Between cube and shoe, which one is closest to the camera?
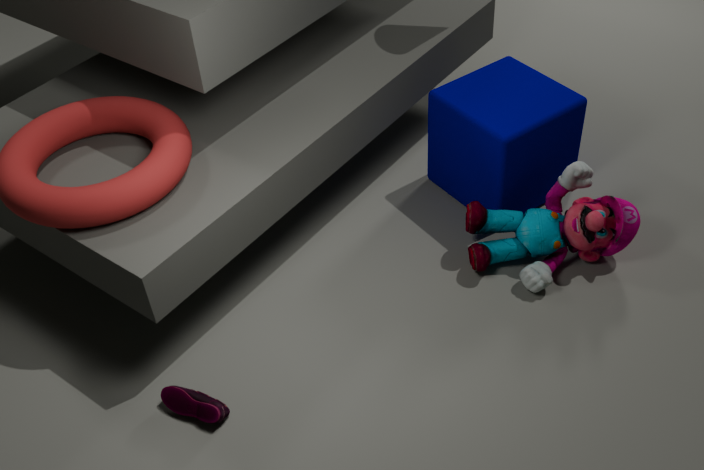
shoe
